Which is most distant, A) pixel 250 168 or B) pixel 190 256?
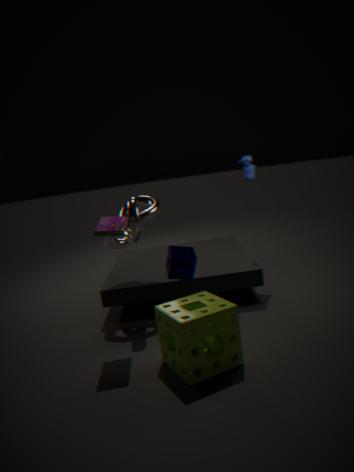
A. pixel 250 168
